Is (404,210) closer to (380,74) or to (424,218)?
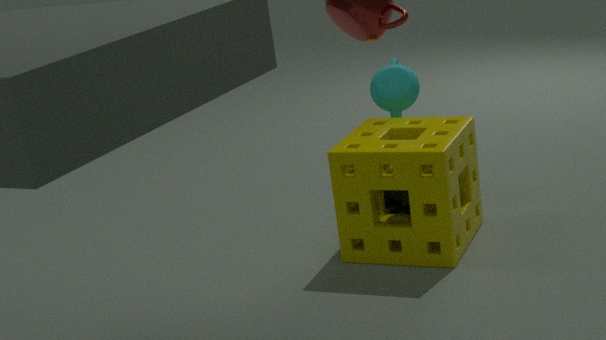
(424,218)
